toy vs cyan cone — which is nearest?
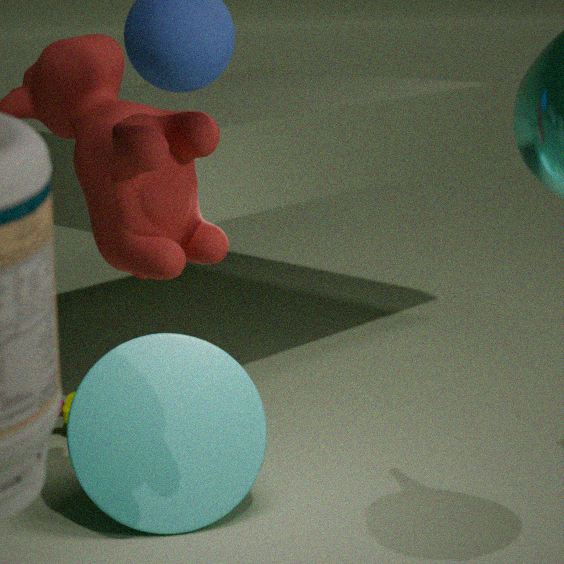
cyan cone
